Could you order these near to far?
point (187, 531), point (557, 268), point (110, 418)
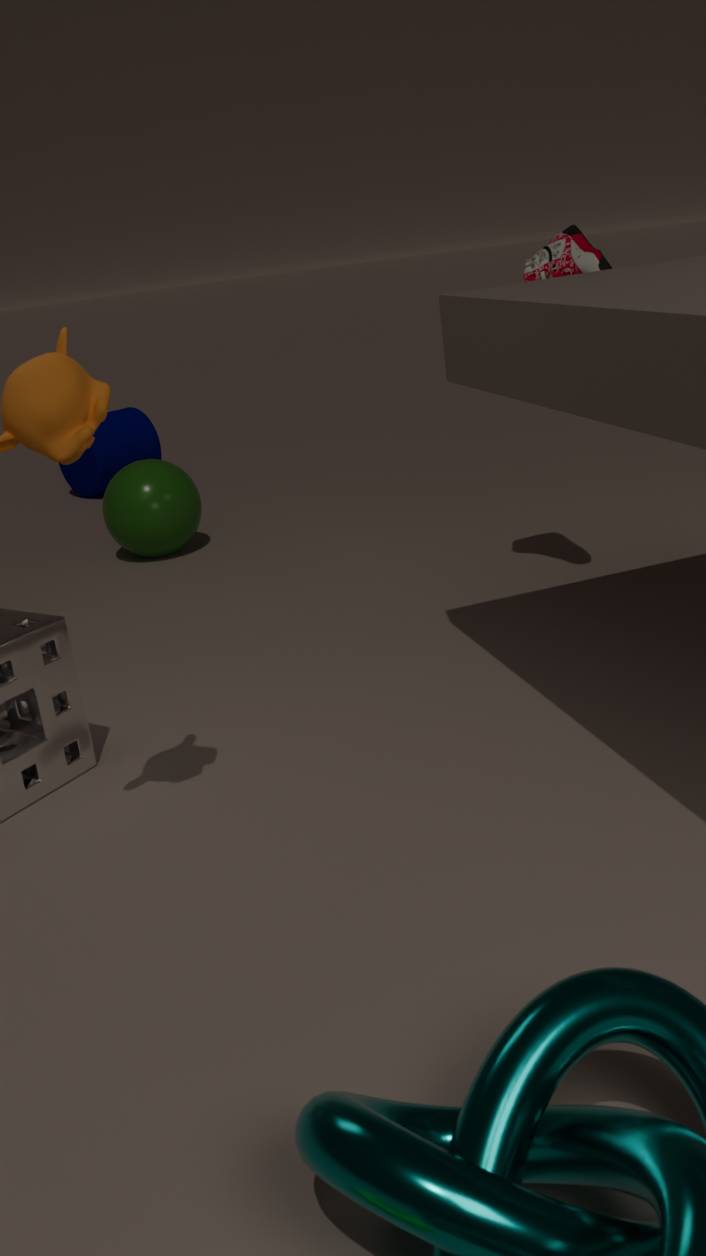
point (557, 268) → point (187, 531) → point (110, 418)
